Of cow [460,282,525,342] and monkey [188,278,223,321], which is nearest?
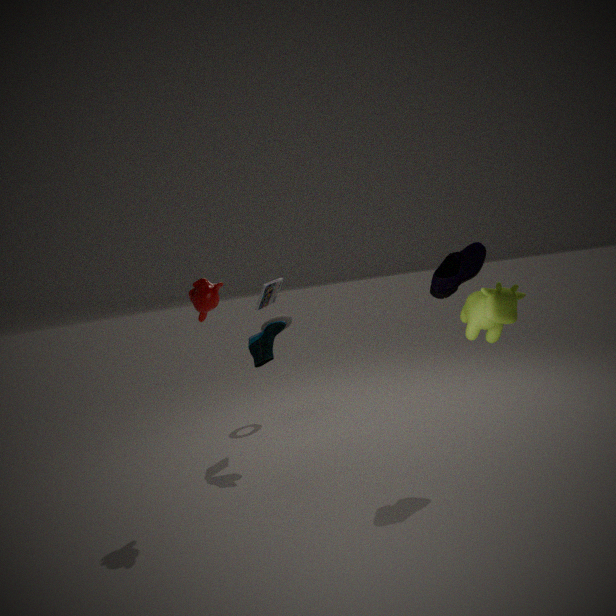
cow [460,282,525,342]
